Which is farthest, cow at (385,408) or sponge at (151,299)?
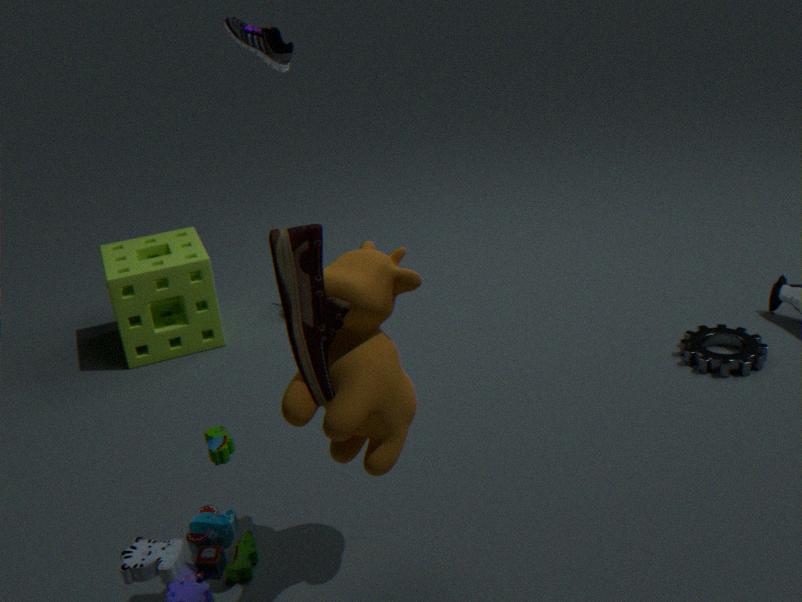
sponge at (151,299)
